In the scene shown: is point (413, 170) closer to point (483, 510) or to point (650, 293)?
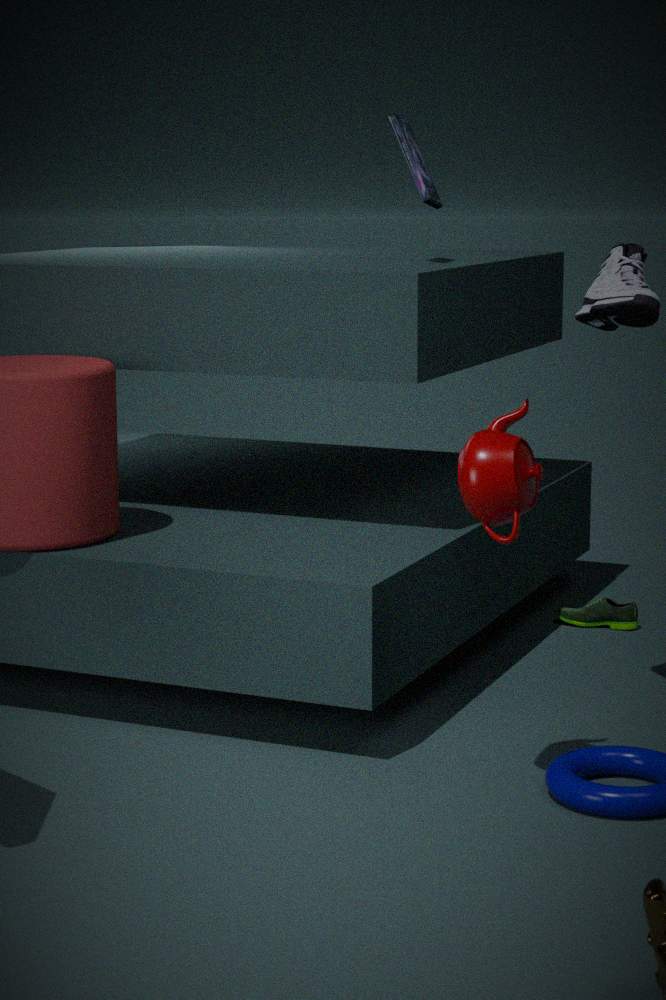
point (650, 293)
